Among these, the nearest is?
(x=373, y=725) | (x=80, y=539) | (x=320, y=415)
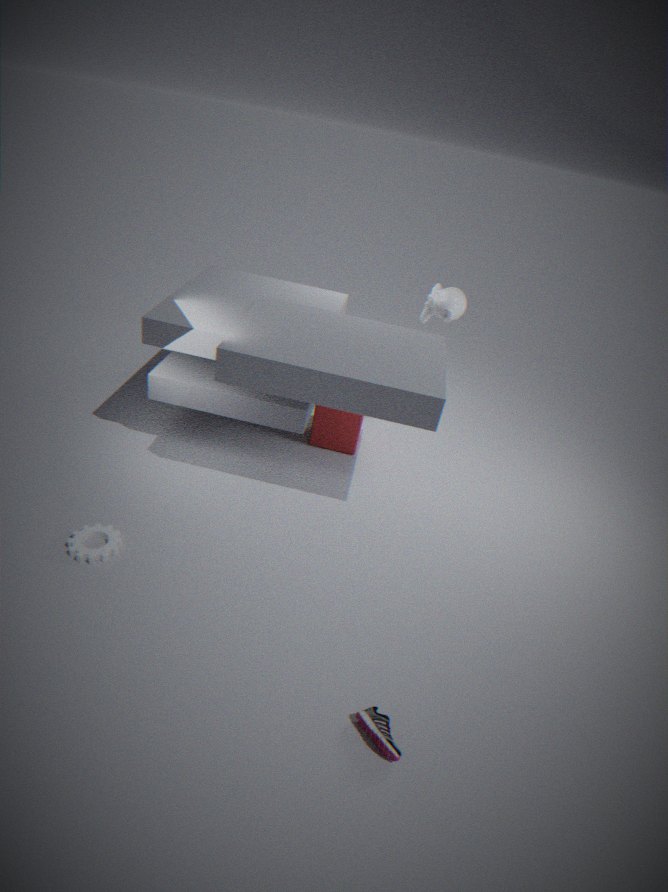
A: (x=373, y=725)
